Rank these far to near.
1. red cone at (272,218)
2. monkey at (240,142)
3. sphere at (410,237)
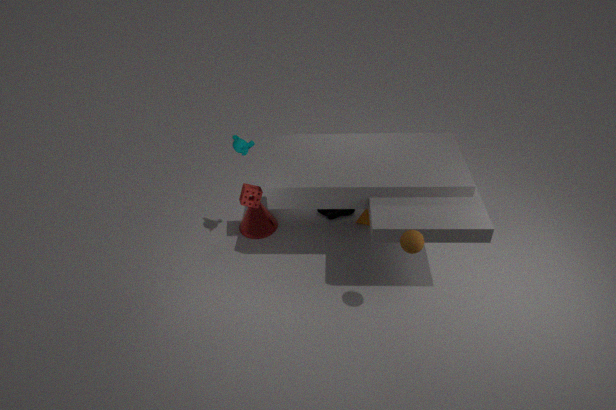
red cone at (272,218) → monkey at (240,142) → sphere at (410,237)
